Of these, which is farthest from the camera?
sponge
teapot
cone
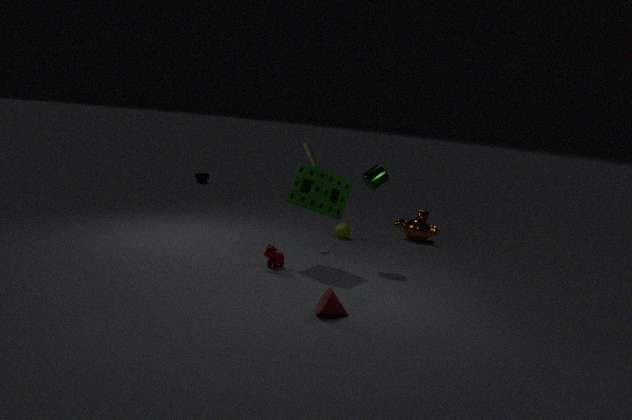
teapot
